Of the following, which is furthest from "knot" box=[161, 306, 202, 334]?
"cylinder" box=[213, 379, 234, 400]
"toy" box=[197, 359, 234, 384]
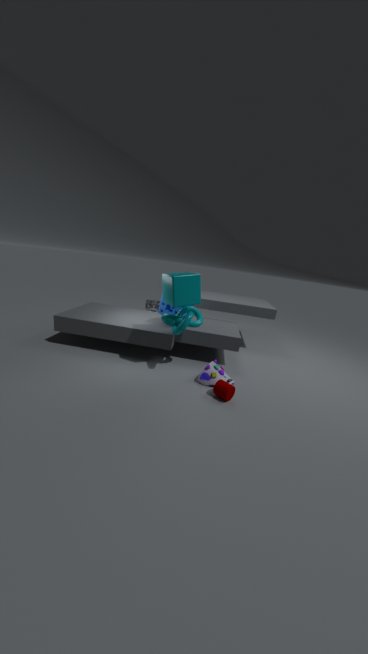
"cylinder" box=[213, 379, 234, 400]
